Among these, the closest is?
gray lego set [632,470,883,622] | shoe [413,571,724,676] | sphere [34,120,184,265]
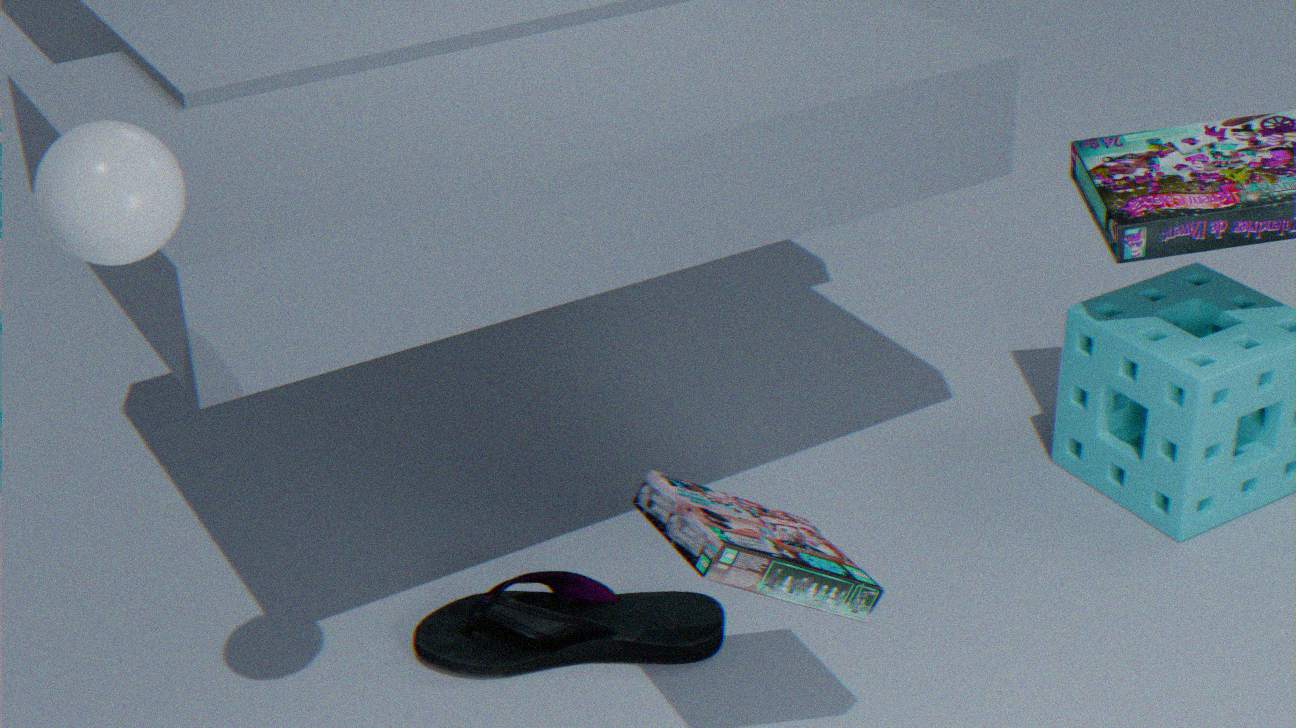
sphere [34,120,184,265]
